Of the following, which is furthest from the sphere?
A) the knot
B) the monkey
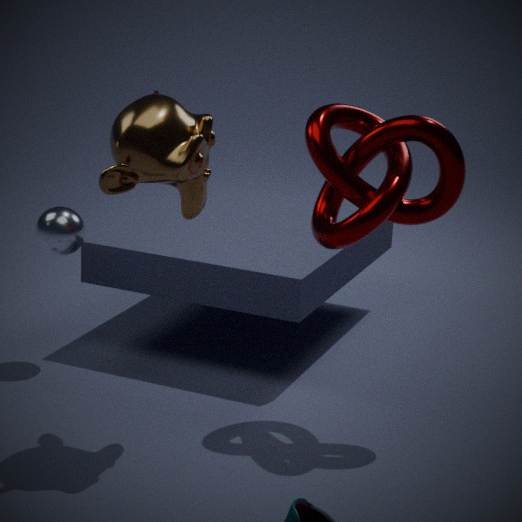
the knot
